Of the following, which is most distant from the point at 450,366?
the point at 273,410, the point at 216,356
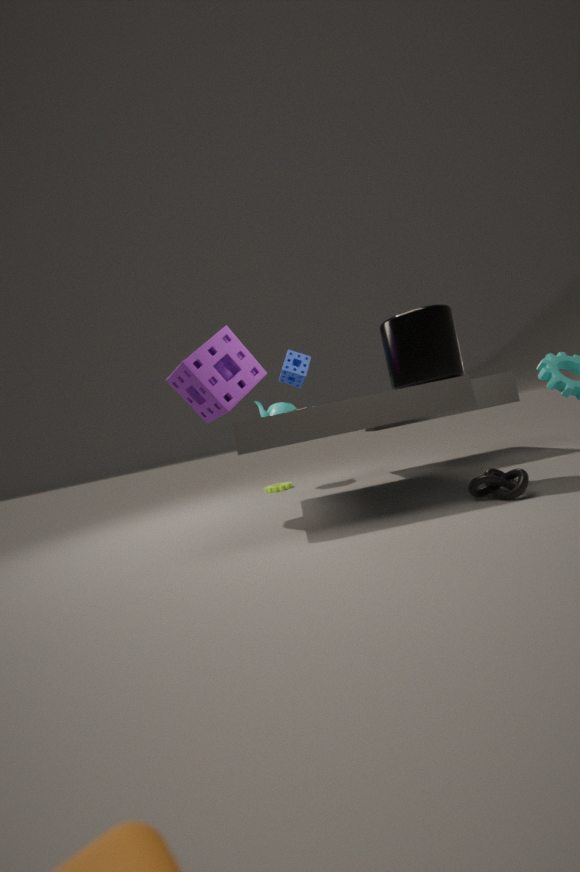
the point at 273,410
